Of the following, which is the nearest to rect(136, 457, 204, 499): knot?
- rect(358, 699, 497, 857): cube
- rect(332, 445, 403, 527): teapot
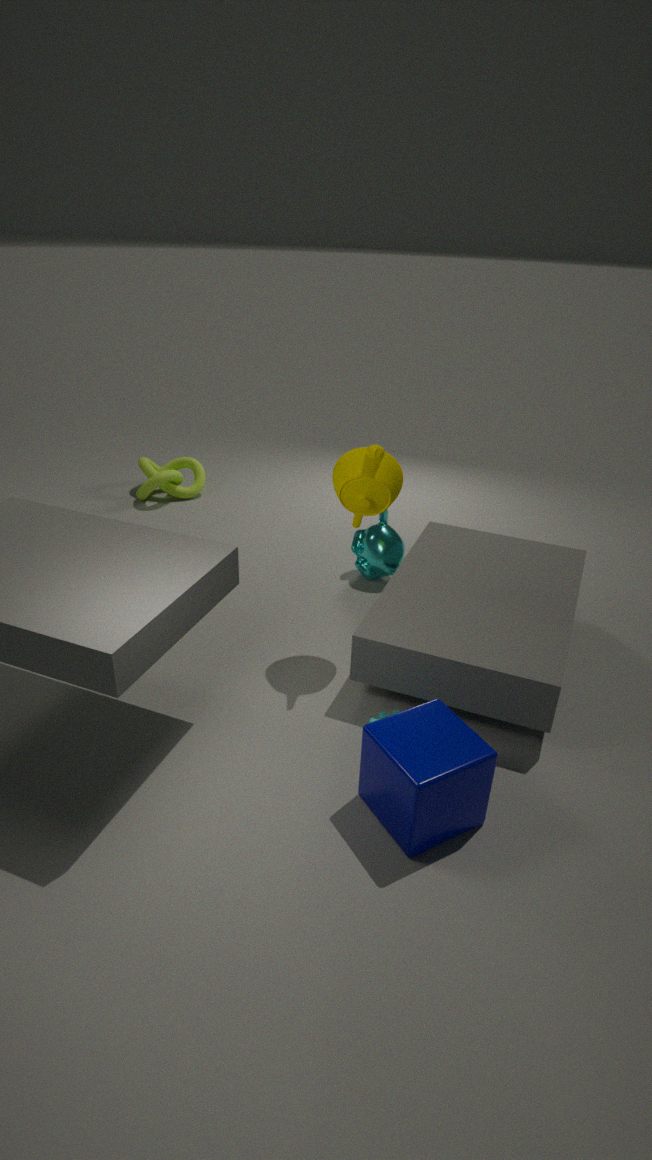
rect(332, 445, 403, 527): teapot
